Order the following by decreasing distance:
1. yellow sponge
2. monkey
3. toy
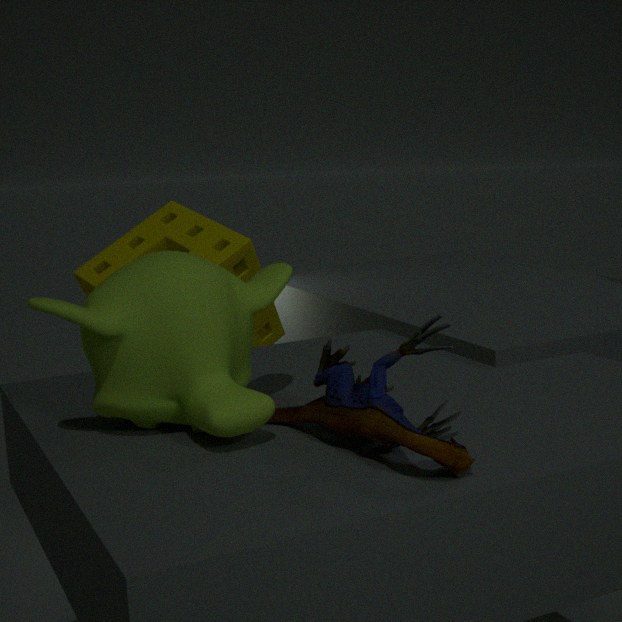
yellow sponge < monkey < toy
